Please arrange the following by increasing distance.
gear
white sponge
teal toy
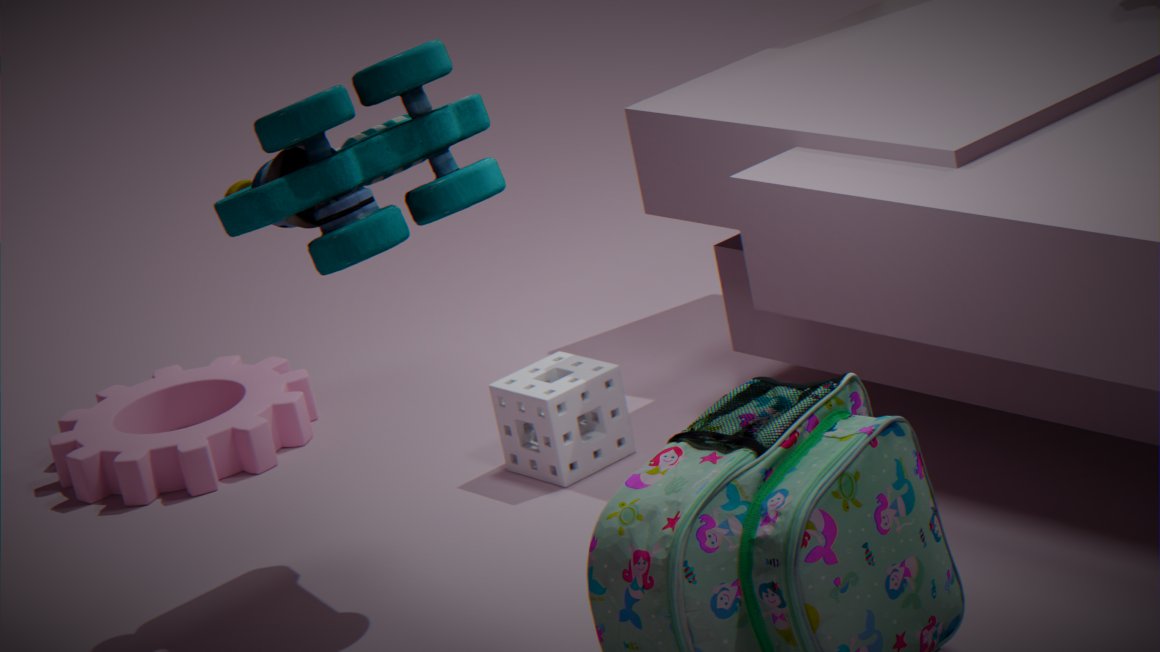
1. teal toy
2. white sponge
3. gear
